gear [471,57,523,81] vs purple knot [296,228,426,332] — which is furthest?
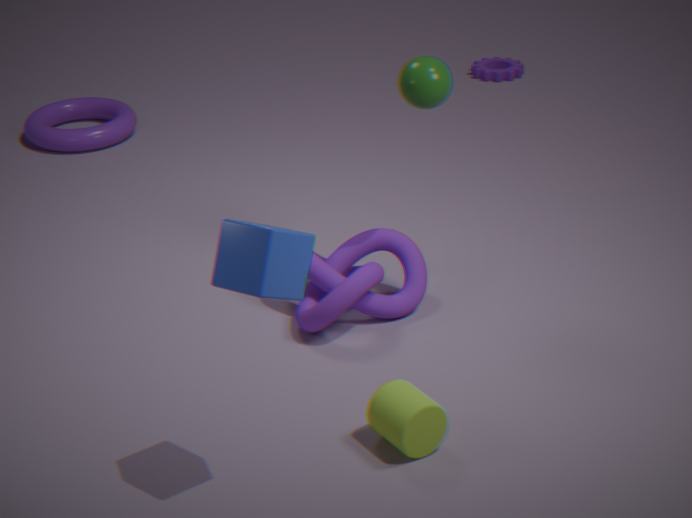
gear [471,57,523,81]
